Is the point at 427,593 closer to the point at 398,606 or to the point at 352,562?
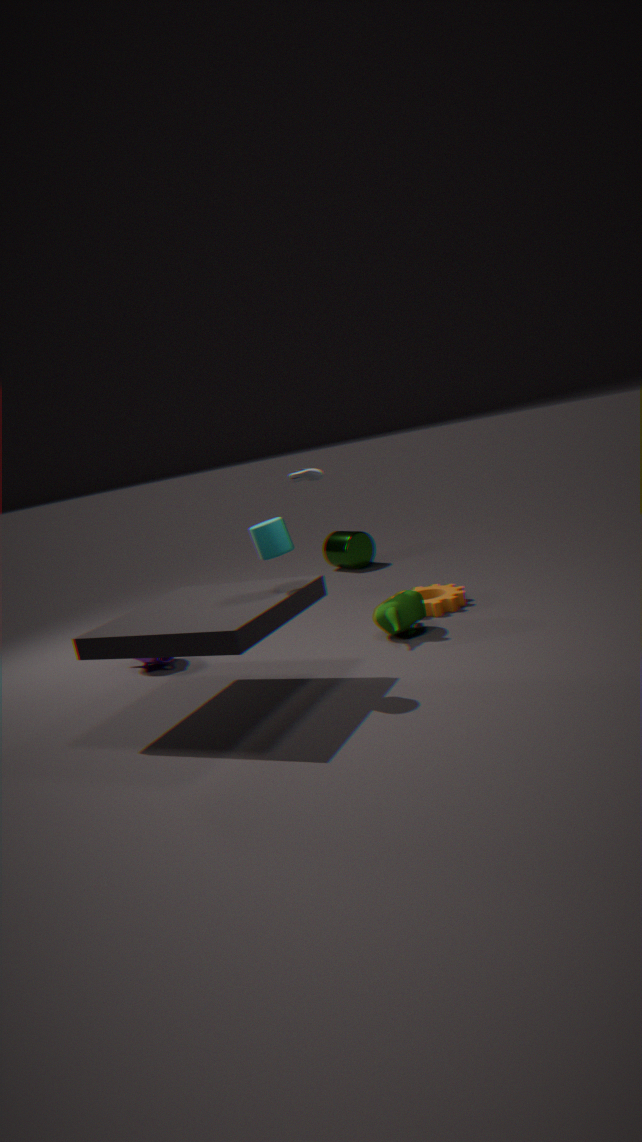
the point at 398,606
